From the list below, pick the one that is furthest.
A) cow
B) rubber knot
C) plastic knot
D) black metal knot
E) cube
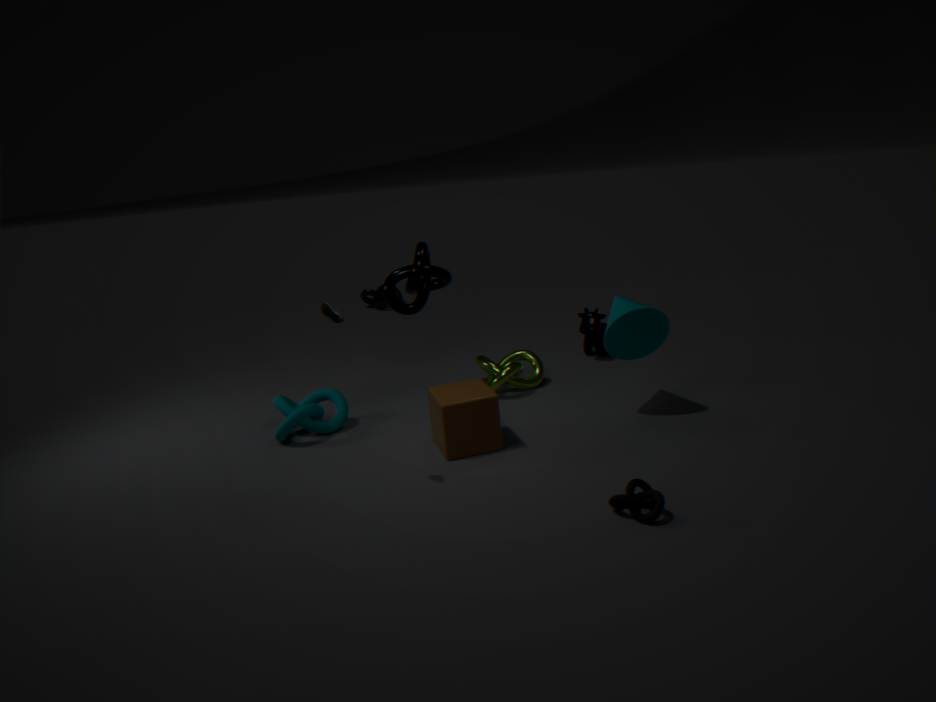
plastic knot
